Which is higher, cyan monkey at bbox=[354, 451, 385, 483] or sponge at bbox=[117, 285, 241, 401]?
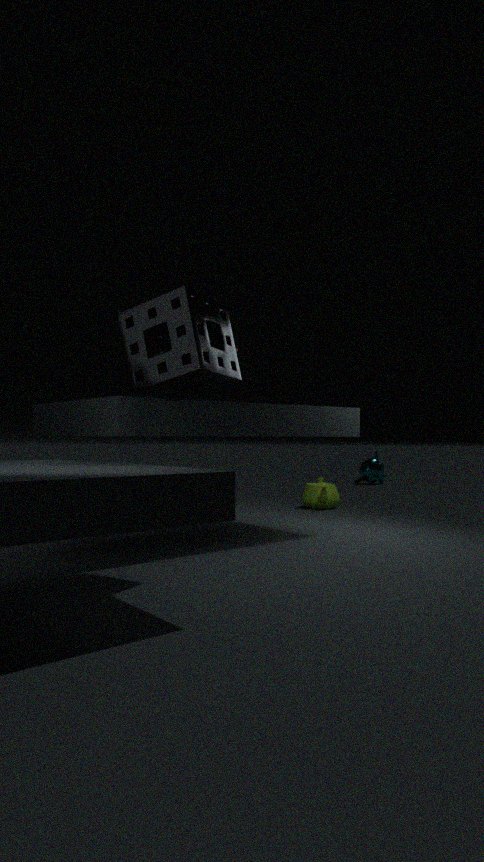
sponge at bbox=[117, 285, 241, 401]
